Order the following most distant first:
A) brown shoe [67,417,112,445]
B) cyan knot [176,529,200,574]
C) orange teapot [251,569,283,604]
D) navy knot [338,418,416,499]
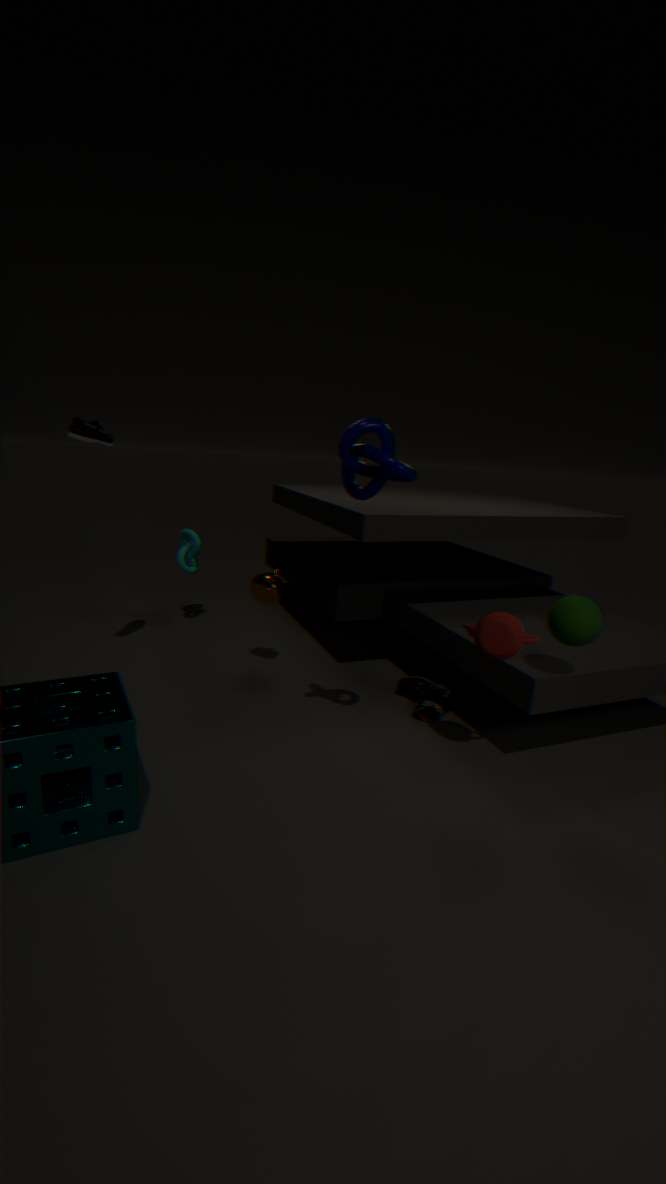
1. cyan knot [176,529,200,574]
2. orange teapot [251,569,283,604]
3. brown shoe [67,417,112,445]
4. navy knot [338,418,416,499]
